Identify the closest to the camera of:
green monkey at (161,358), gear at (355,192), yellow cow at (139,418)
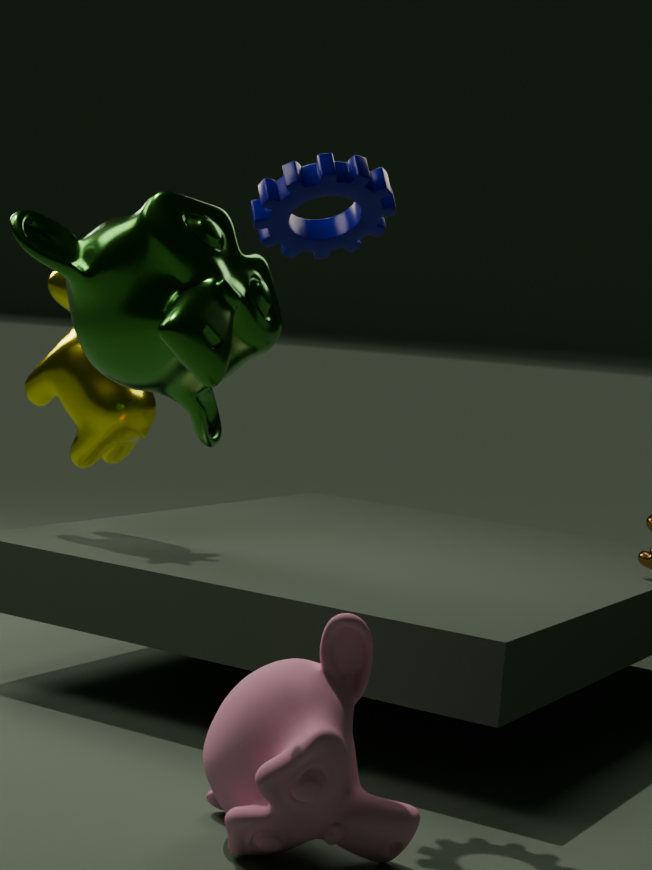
green monkey at (161,358)
